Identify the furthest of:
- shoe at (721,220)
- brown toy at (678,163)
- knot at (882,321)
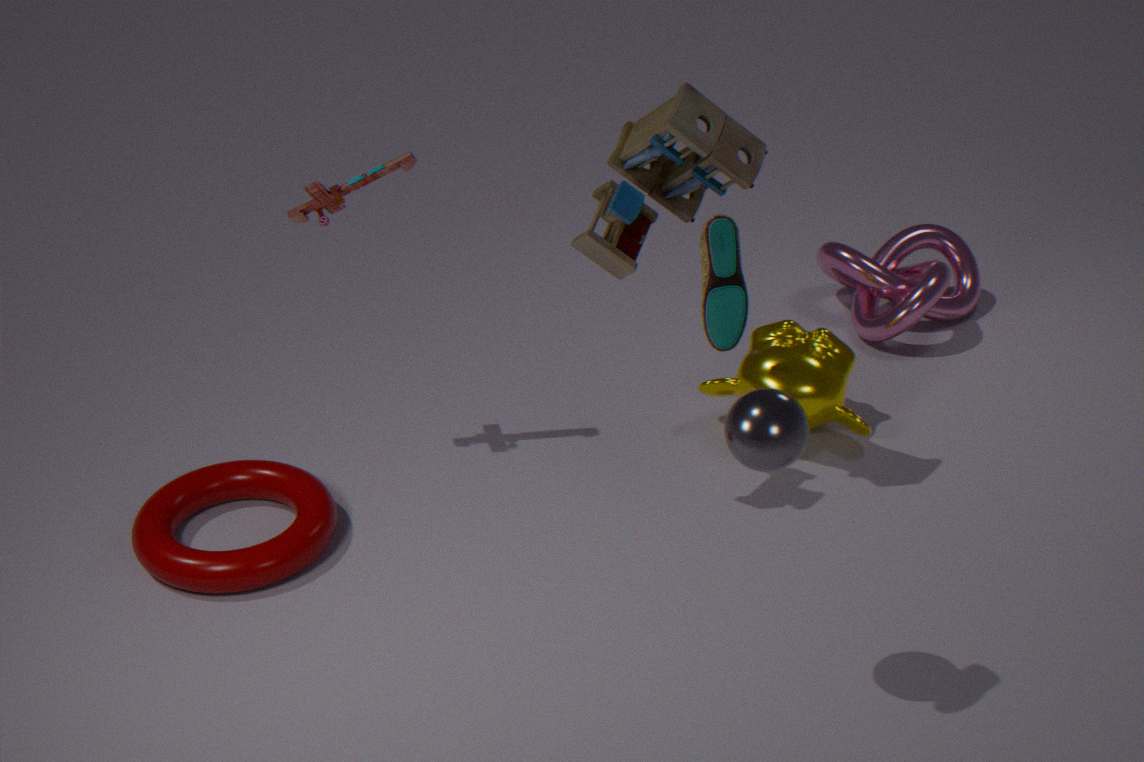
knot at (882,321)
